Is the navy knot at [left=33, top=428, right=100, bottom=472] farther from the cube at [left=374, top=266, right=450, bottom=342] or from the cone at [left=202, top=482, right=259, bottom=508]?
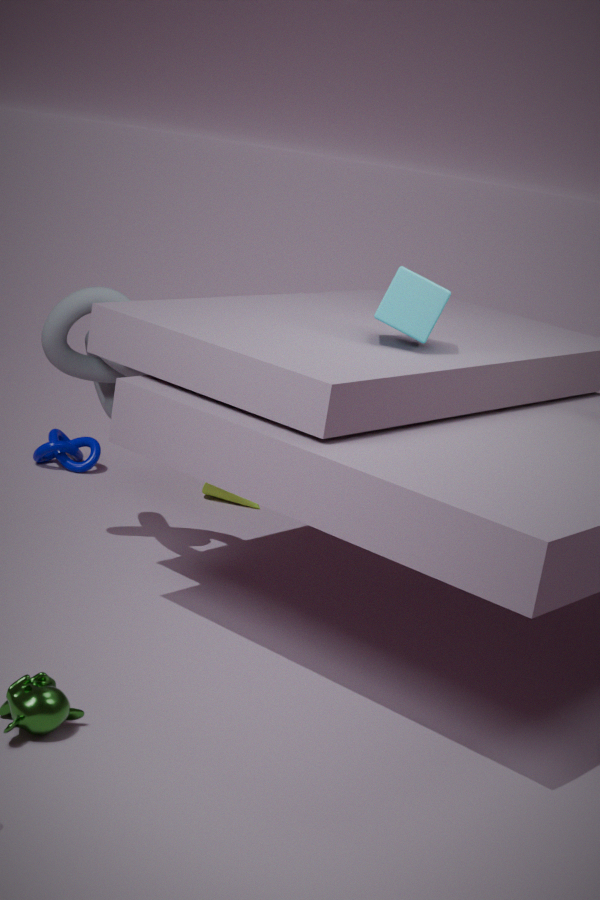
the cube at [left=374, top=266, right=450, bottom=342]
